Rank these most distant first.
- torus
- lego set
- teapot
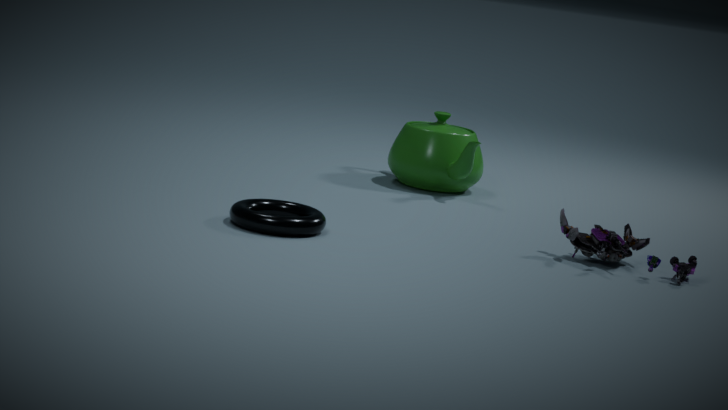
teapot, lego set, torus
